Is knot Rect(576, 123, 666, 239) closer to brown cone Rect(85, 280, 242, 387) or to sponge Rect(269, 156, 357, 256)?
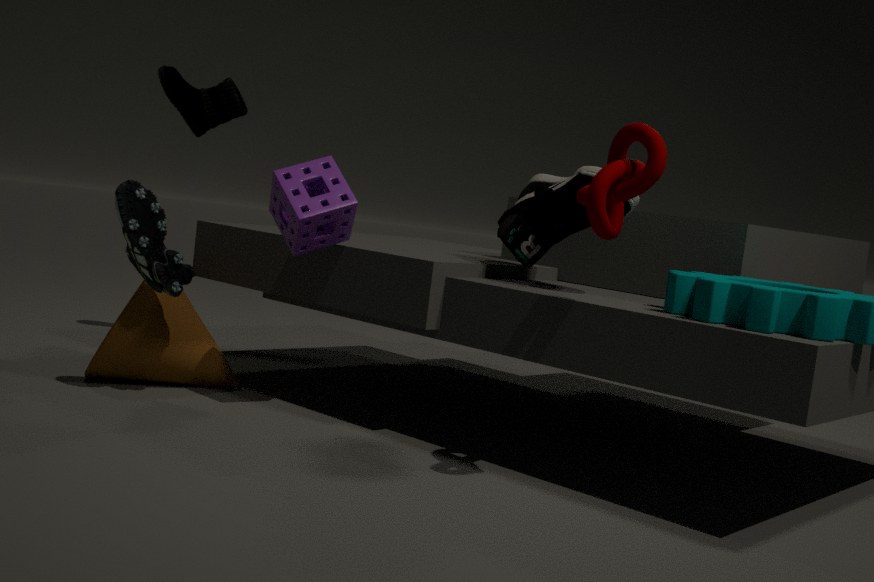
sponge Rect(269, 156, 357, 256)
